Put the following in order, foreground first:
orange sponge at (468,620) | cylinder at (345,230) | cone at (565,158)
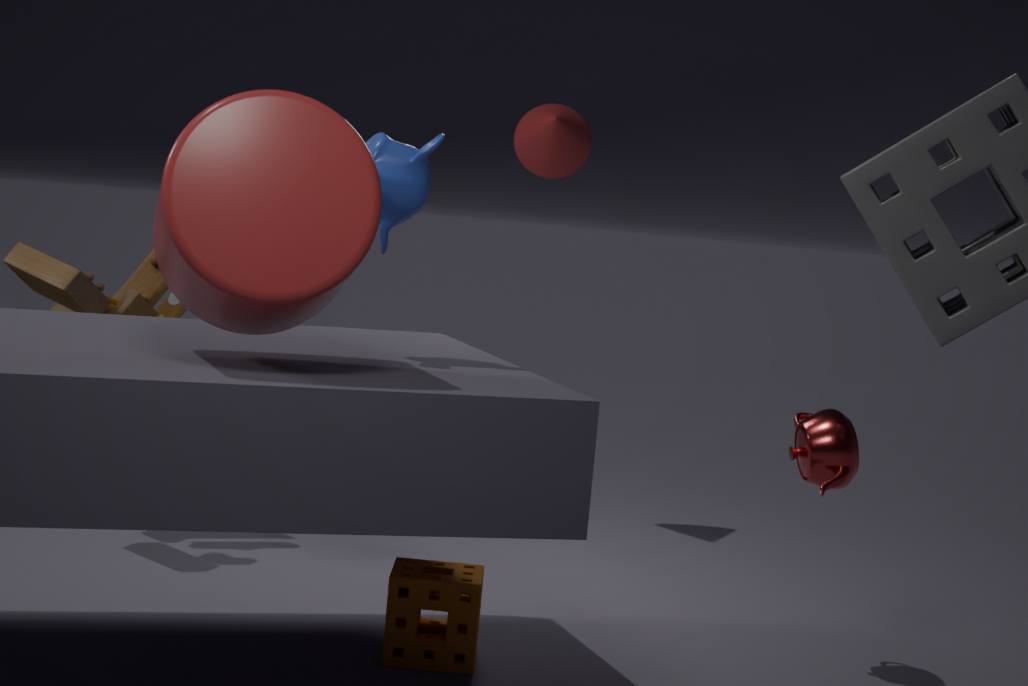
cylinder at (345,230)
orange sponge at (468,620)
cone at (565,158)
